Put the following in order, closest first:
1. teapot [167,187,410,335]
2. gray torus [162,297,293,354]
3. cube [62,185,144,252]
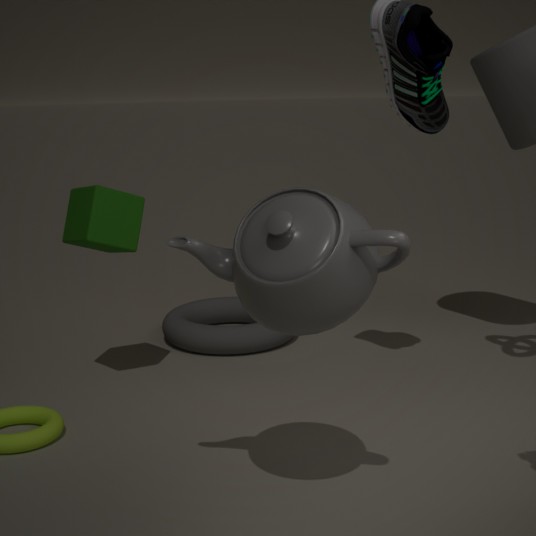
teapot [167,187,410,335], cube [62,185,144,252], gray torus [162,297,293,354]
